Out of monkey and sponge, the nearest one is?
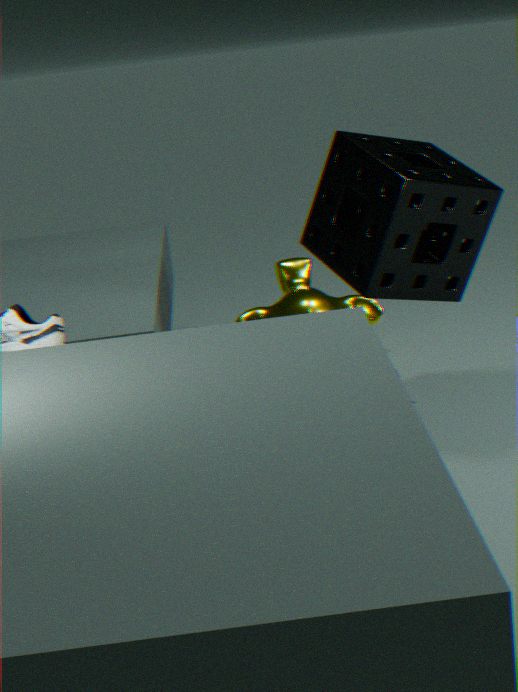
sponge
